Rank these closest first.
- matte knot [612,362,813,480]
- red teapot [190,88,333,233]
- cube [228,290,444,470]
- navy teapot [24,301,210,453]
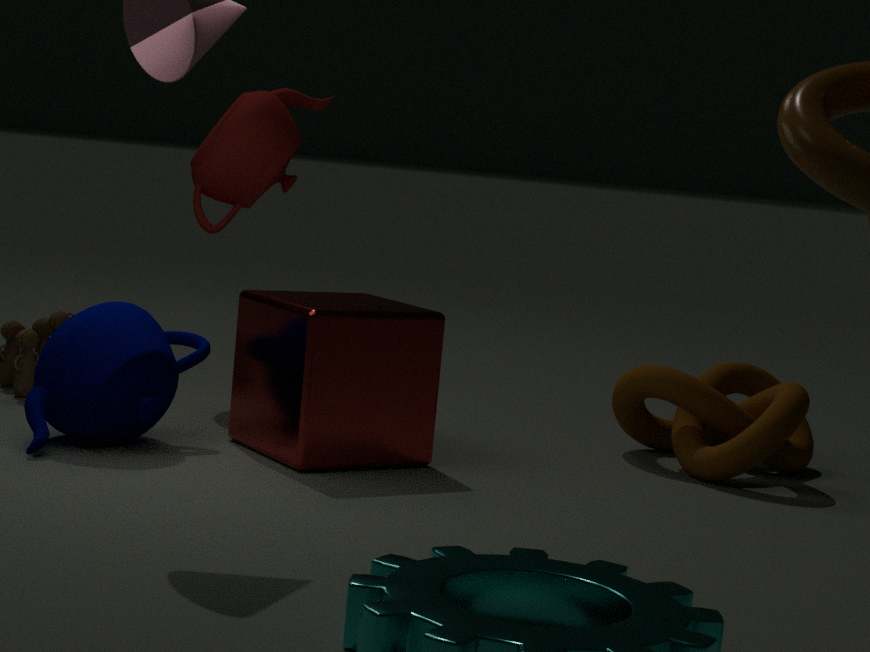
navy teapot [24,301,210,453]
cube [228,290,444,470]
matte knot [612,362,813,480]
red teapot [190,88,333,233]
